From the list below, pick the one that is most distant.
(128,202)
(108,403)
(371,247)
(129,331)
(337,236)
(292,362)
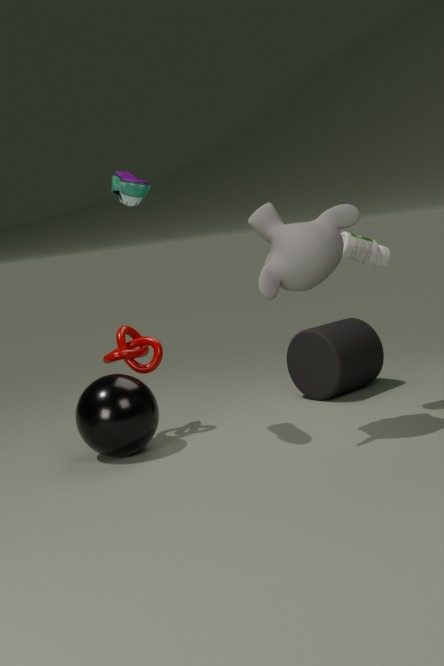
(292,362)
